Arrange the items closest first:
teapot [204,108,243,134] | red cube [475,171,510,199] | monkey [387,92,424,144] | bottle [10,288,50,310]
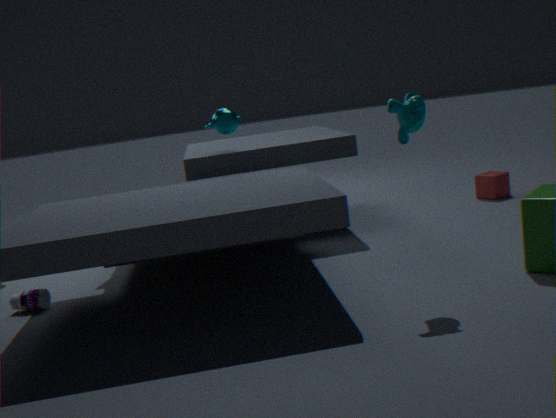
monkey [387,92,424,144] < bottle [10,288,50,310] < teapot [204,108,243,134] < red cube [475,171,510,199]
